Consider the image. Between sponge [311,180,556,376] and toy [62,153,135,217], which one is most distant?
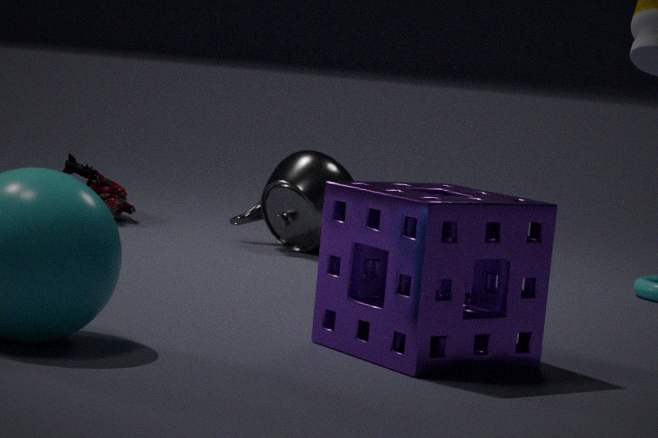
toy [62,153,135,217]
